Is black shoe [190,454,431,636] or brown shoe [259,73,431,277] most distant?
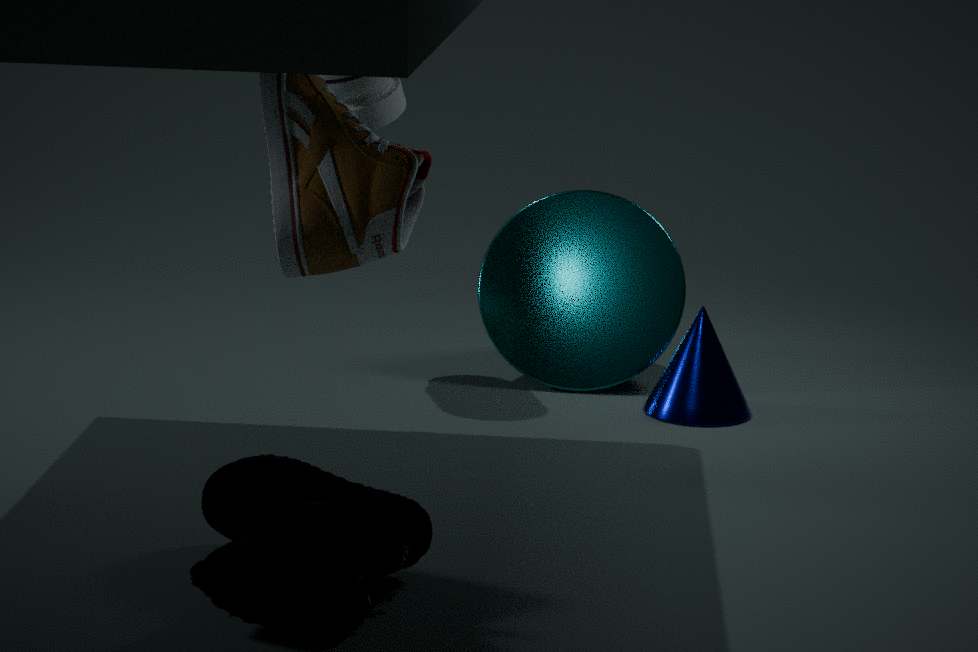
brown shoe [259,73,431,277]
